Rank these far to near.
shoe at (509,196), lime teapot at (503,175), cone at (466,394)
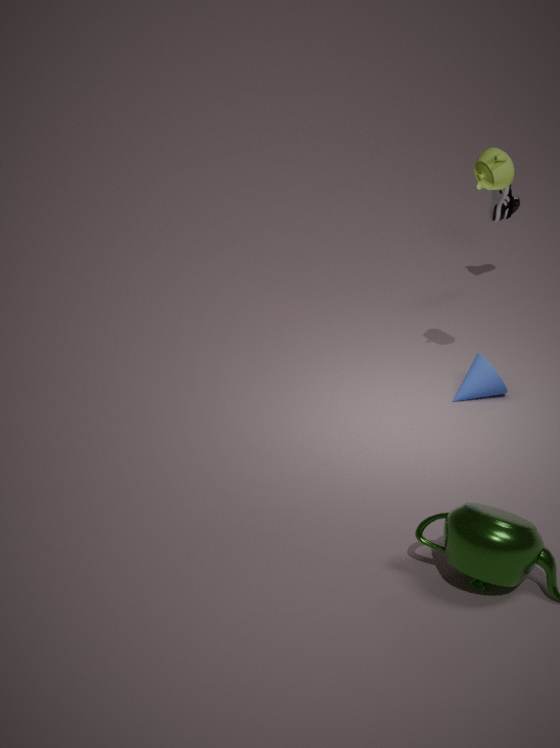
shoe at (509,196)
cone at (466,394)
lime teapot at (503,175)
